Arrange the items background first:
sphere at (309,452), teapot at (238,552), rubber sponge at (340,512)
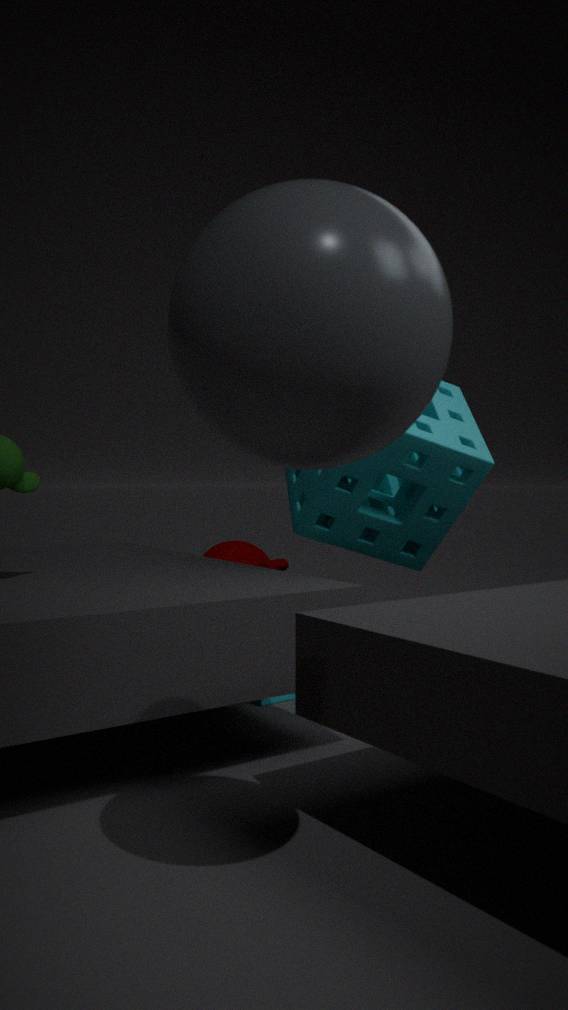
teapot at (238,552) < rubber sponge at (340,512) < sphere at (309,452)
